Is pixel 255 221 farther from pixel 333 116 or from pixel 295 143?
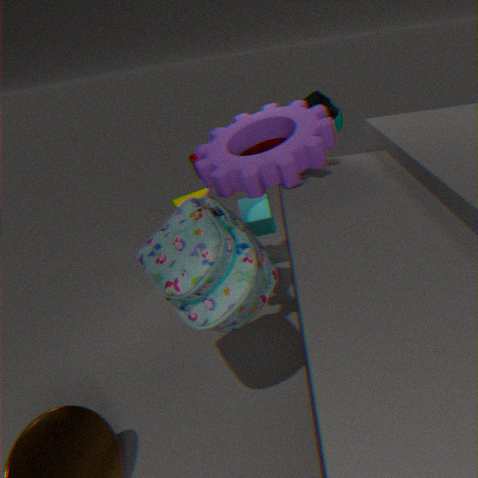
pixel 295 143
